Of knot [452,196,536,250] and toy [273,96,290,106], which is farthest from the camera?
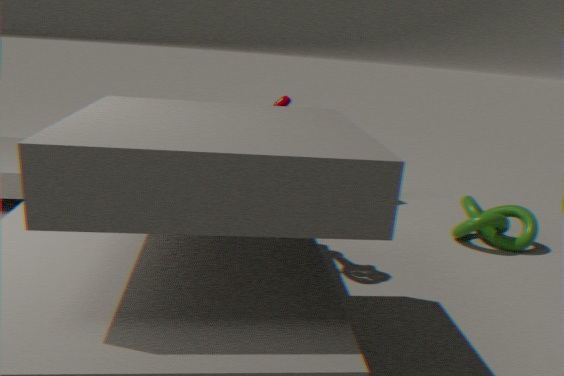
knot [452,196,536,250]
